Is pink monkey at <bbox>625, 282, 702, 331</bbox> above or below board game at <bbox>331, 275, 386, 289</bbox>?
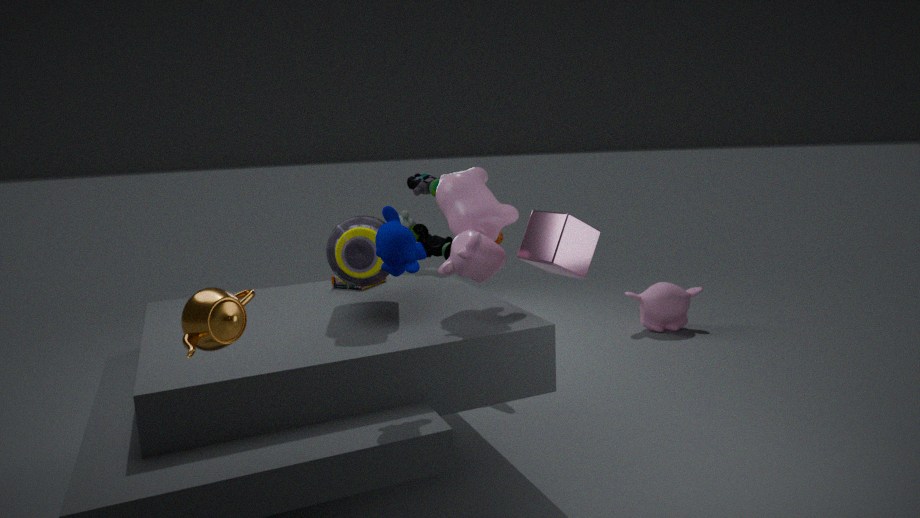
below
